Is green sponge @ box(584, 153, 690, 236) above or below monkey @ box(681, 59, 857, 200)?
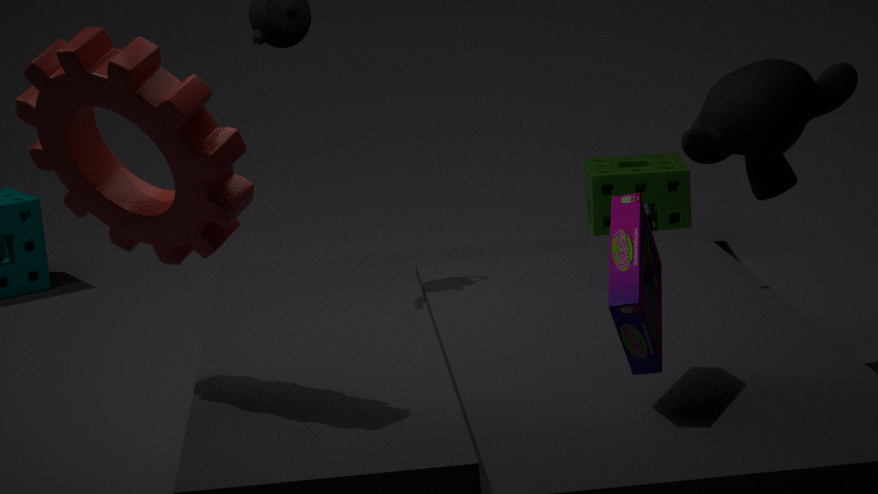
below
